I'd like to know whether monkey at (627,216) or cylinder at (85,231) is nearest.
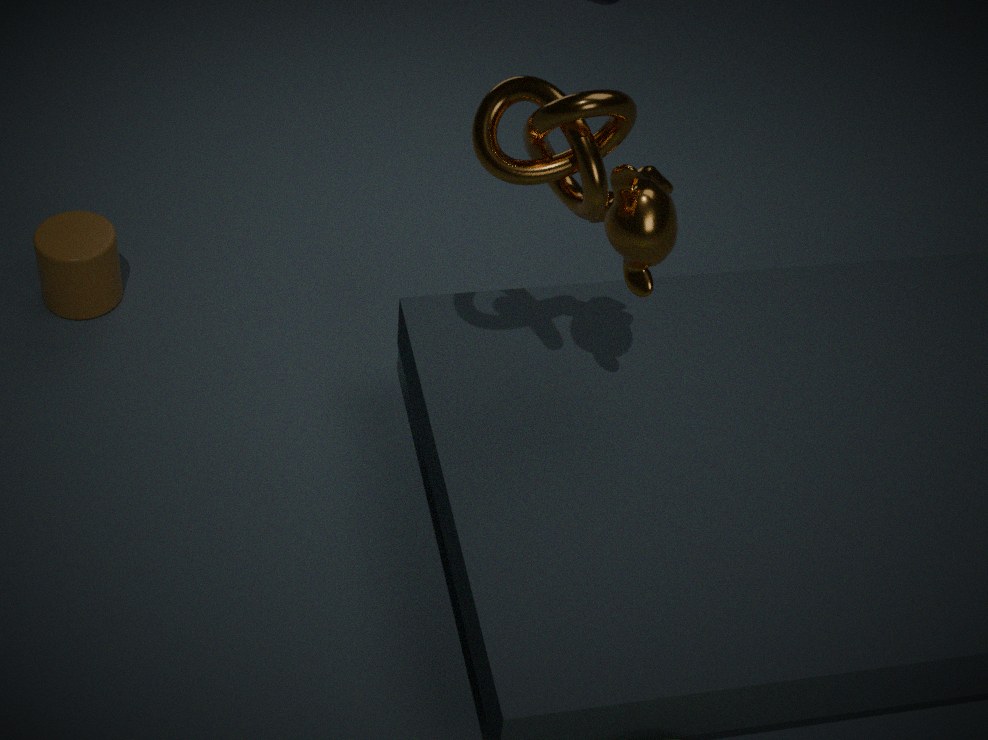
monkey at (627,216)
